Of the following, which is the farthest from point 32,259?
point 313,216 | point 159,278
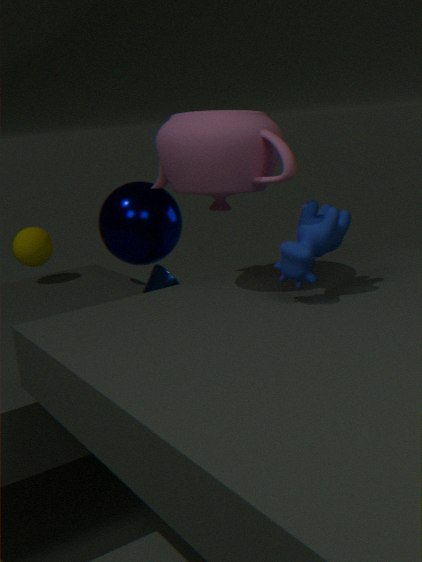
point 313,216
